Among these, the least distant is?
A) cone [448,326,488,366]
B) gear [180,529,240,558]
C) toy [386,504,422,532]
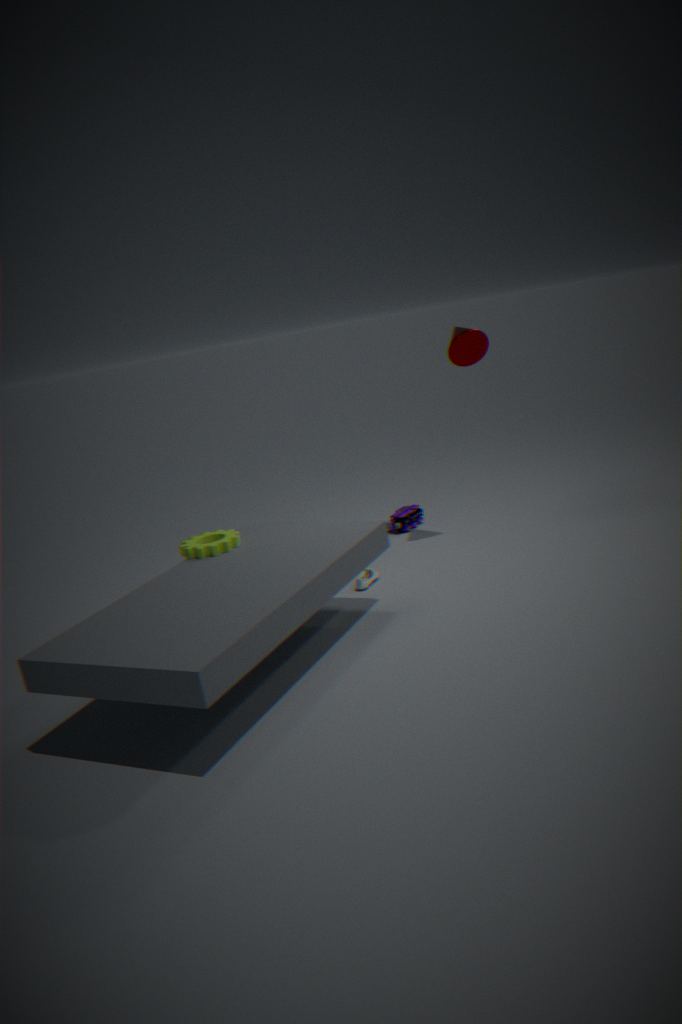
gear [180,529,240,558]
